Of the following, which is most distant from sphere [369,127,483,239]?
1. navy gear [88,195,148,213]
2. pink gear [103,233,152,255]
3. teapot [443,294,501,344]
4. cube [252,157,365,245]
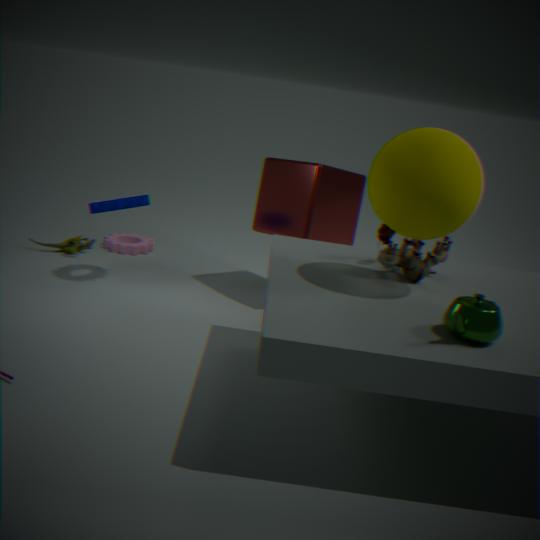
pink gear [103,233,152,255]
